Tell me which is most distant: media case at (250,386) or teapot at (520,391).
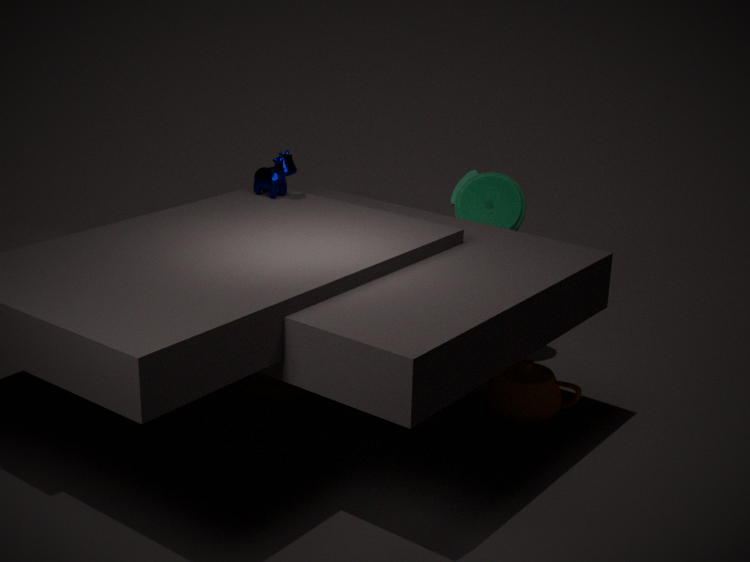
media case at (250,386)
